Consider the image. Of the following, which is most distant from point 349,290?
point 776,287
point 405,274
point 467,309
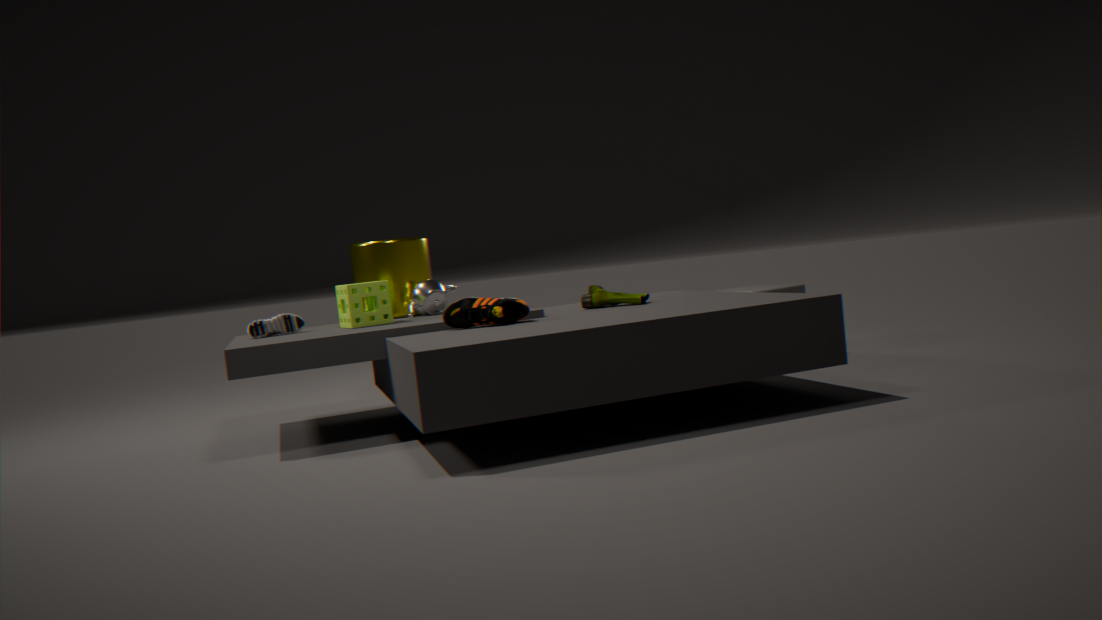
point 776,287
